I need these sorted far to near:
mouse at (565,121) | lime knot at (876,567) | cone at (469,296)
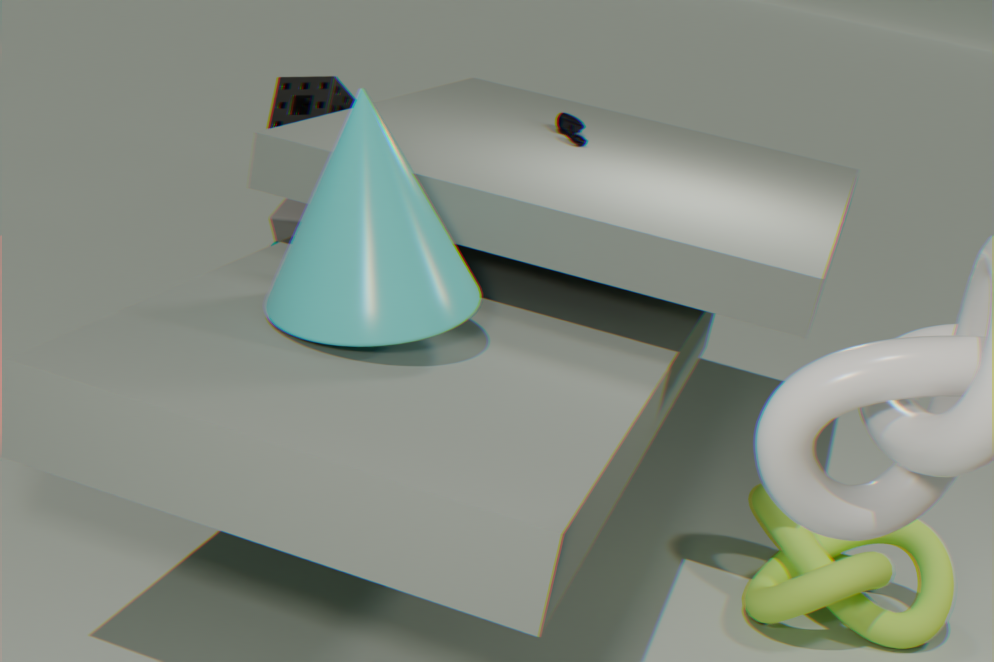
mouse at (565,121)
lime knot at (876,567)
cone at (469,296)
